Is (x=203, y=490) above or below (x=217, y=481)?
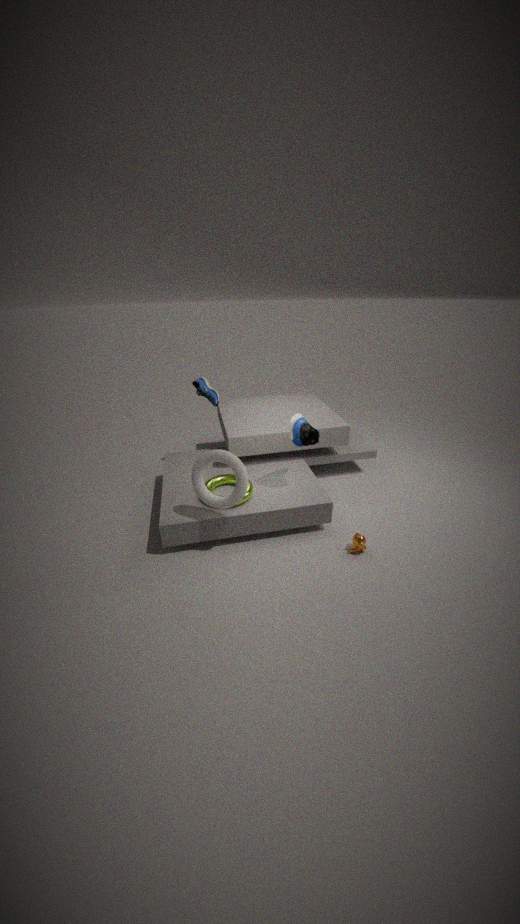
above
